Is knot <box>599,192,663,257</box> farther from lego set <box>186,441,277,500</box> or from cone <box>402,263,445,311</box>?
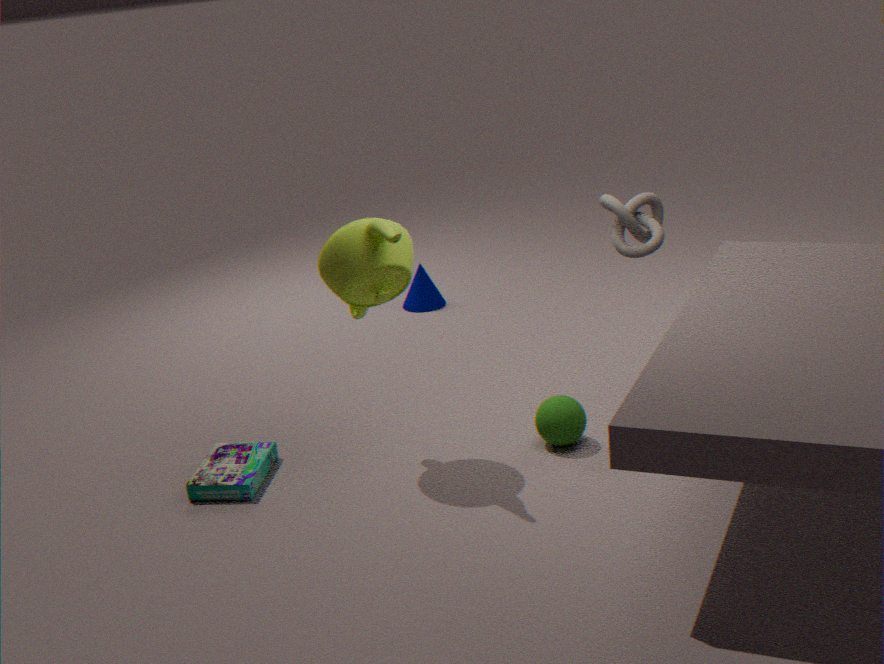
cone <box>402,263,445,311</box>
